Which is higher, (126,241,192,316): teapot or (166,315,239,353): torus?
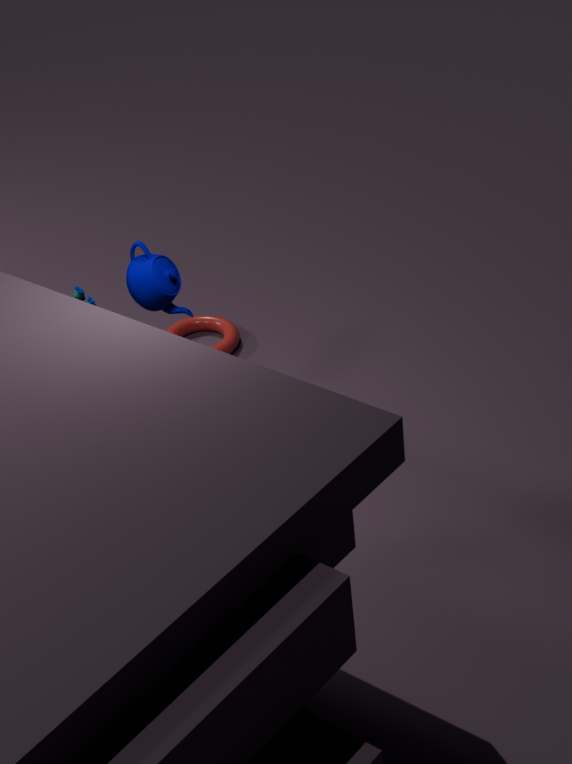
(126,241,192,316): teapot
